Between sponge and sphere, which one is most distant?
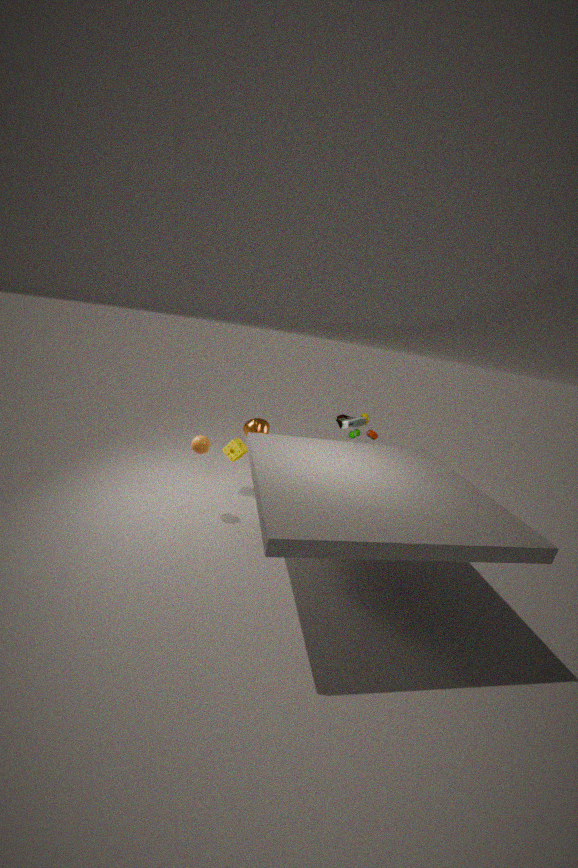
sponge
